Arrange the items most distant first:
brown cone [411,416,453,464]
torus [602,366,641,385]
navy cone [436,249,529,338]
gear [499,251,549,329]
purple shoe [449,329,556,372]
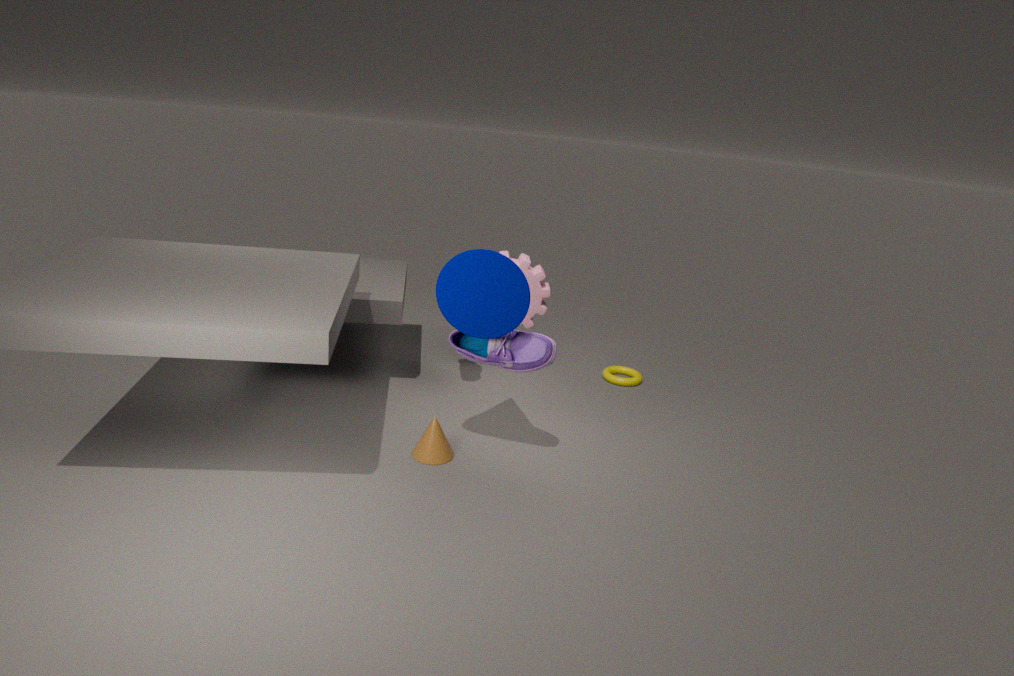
1. torus [602,366,641,385]
2. gear [499,251,549,329]
3. brown cone [411,416,453,464]
4. purple shoe [449,329,556,372]
5. navy cone [436,249,529,338]
